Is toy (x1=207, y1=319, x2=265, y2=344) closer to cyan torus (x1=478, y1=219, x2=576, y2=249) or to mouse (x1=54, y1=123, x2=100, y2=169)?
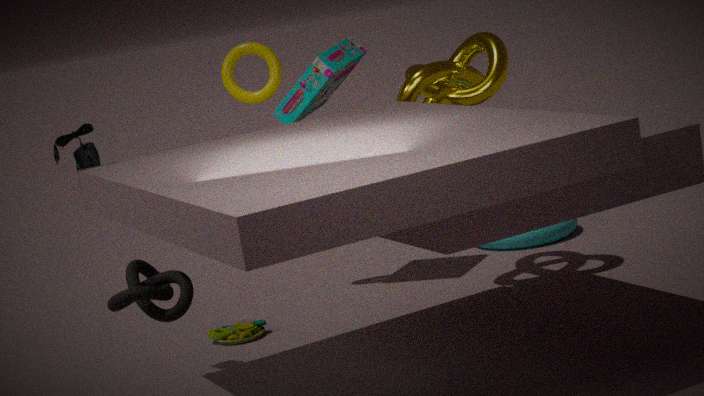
mouse (x1=54, y1=123, x2=100, y2=169)
